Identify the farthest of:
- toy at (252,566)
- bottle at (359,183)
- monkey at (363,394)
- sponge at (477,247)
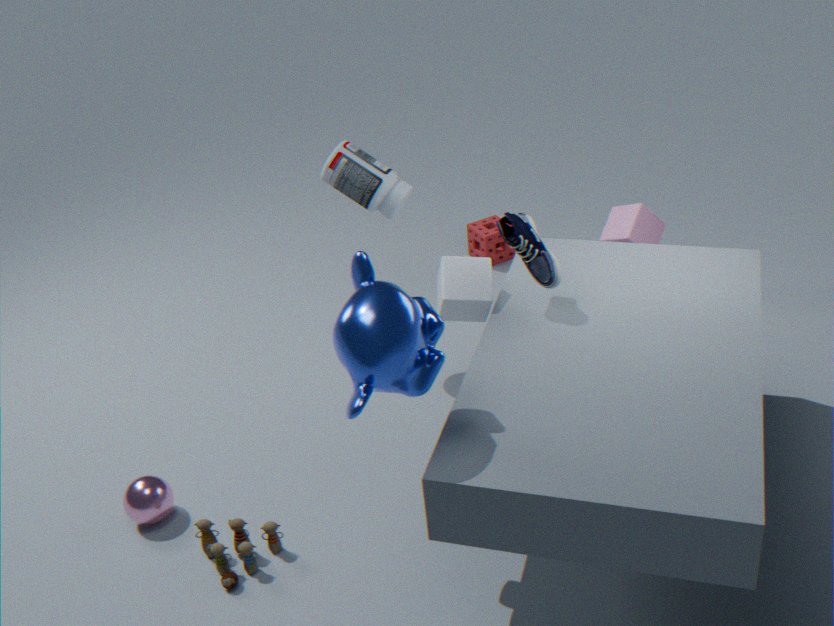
sponge at (477,247)
